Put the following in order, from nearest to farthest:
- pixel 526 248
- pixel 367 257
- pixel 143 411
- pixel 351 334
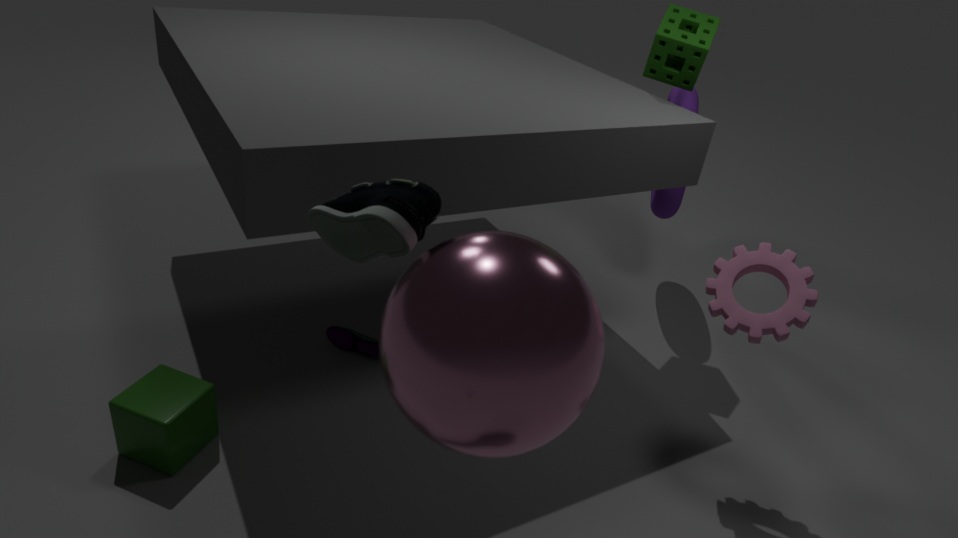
pixel 526 248 < pixel 367 257 < pixel 143 411 < pixel 351 334
